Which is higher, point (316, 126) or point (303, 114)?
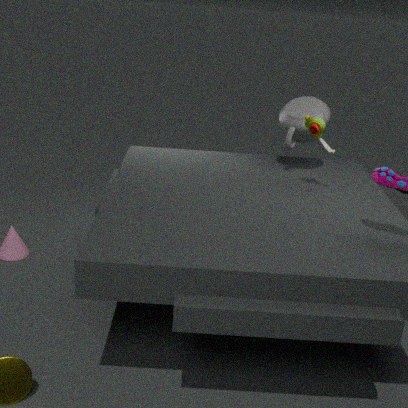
point (316, 126)
